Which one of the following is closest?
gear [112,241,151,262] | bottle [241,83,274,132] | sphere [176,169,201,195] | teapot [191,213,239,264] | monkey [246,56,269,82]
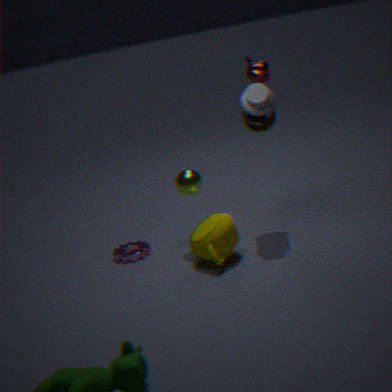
teapot [191,213,239,264]
